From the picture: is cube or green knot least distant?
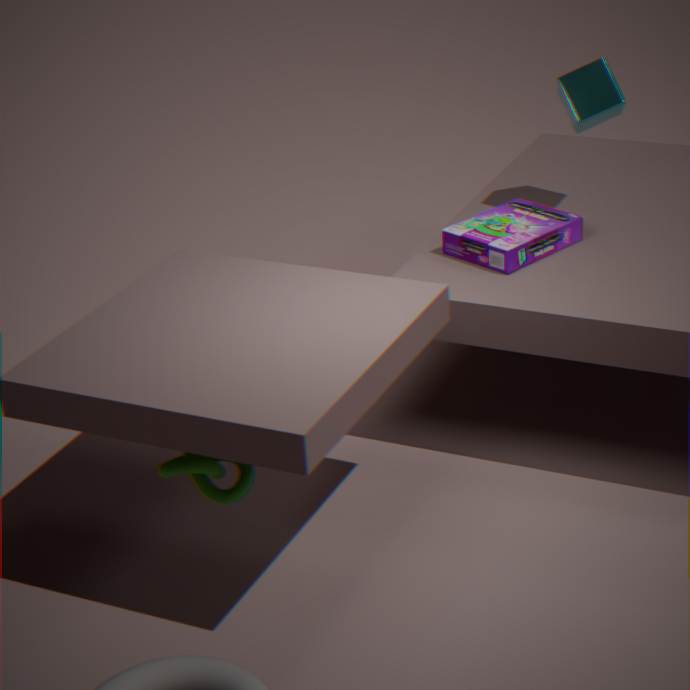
green knot
